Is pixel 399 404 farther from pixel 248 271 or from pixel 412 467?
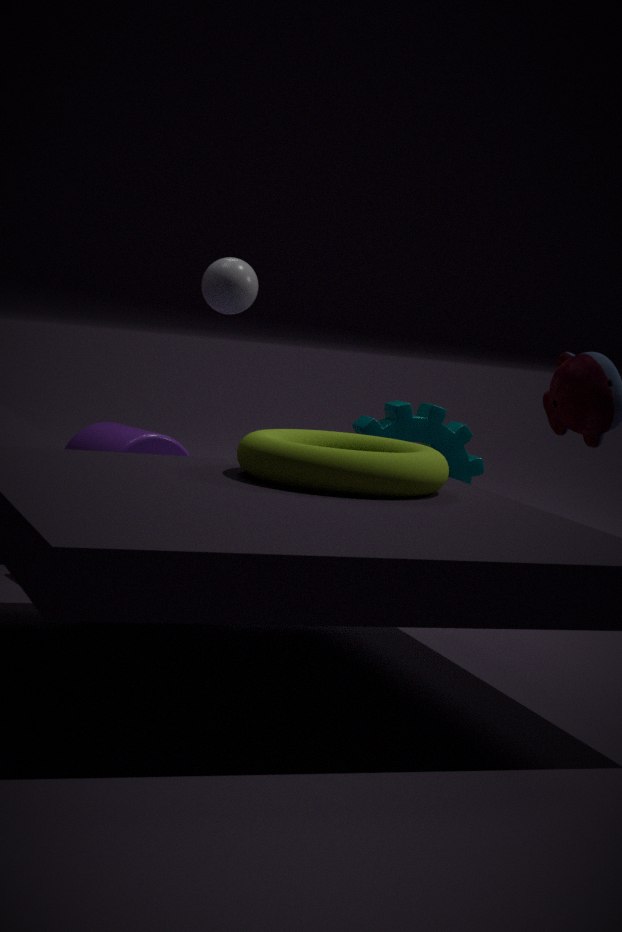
pixel 412 467
